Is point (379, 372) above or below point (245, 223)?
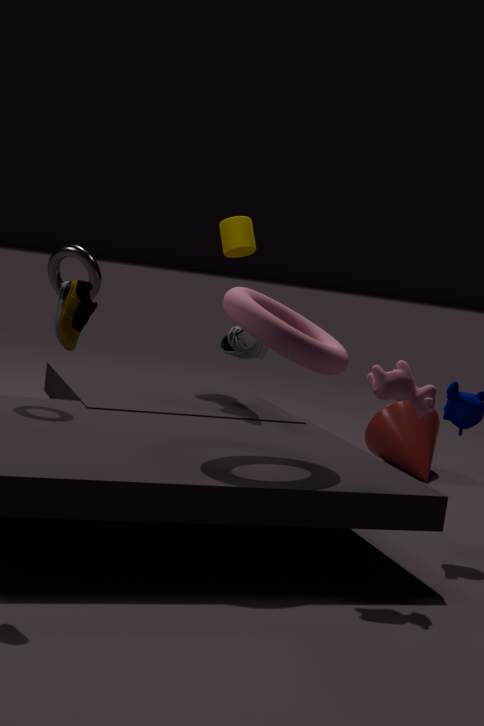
below
